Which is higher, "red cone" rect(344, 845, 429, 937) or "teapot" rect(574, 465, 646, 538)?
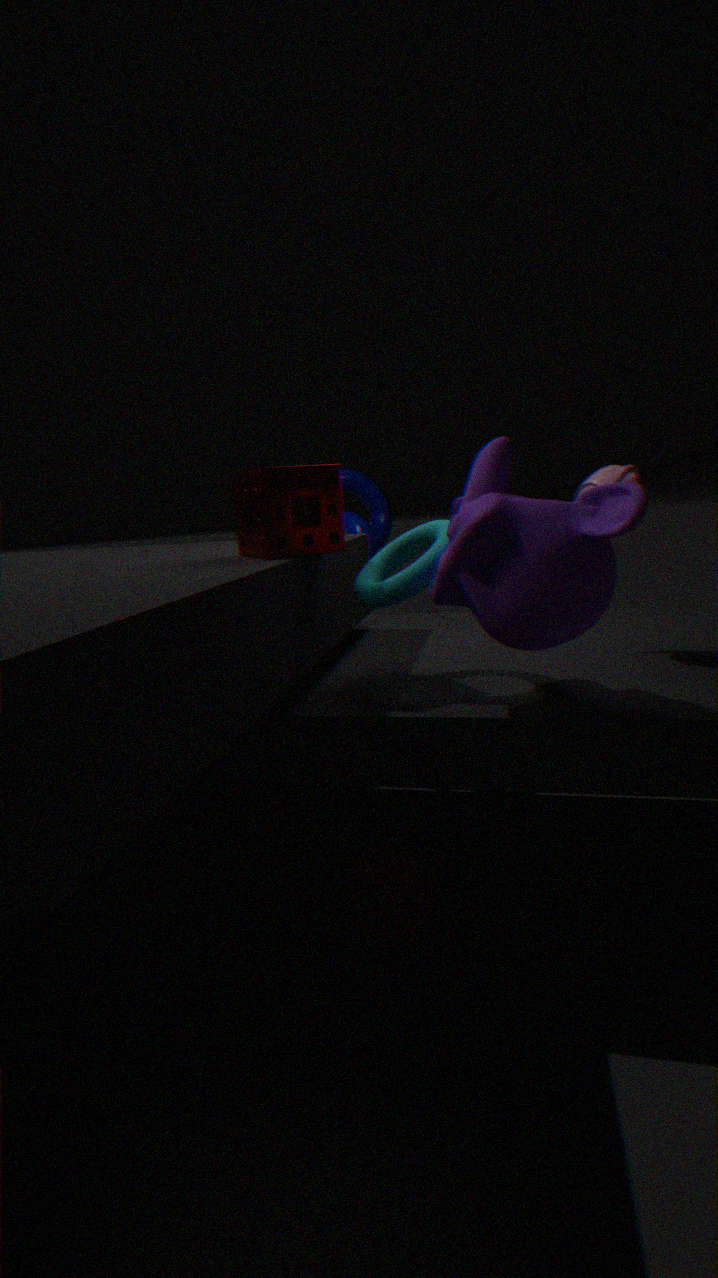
"teapot" rect(574, 465, 646, 538)
